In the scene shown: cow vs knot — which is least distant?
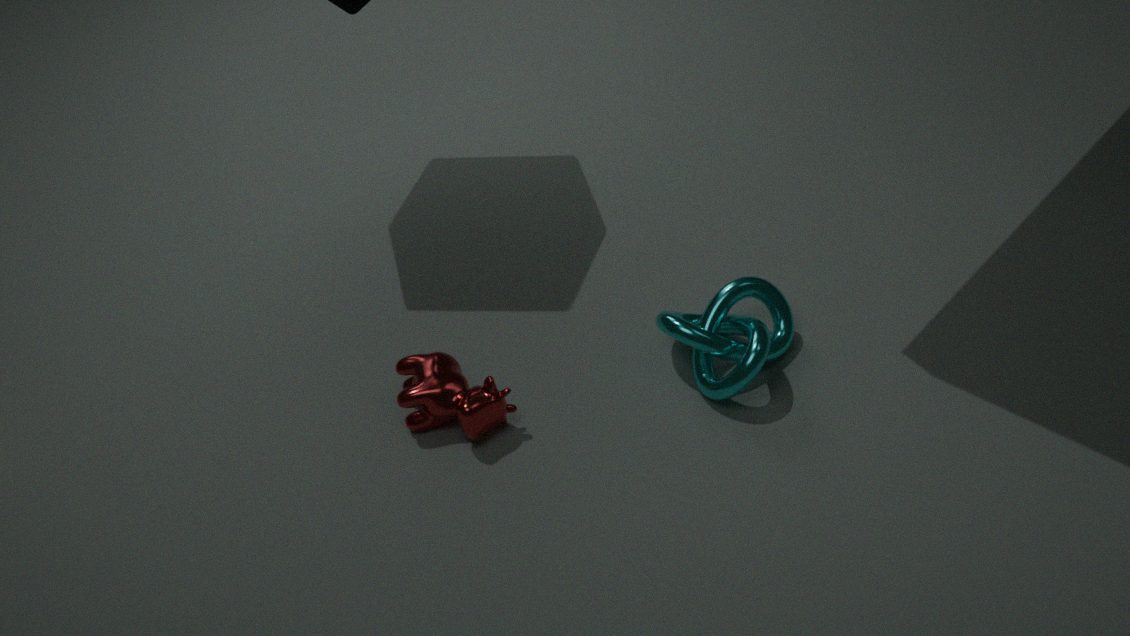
knot
